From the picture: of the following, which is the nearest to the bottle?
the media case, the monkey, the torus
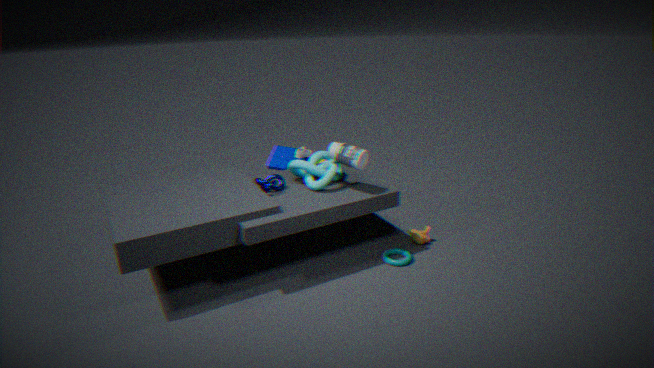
the media case
